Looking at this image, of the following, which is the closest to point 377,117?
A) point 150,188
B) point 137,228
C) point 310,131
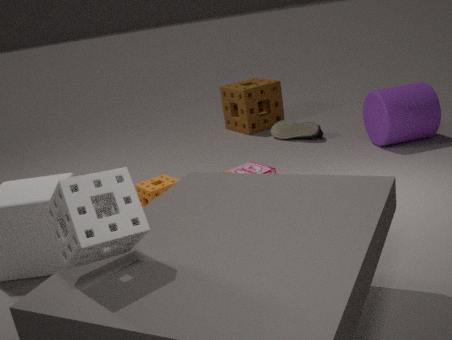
point 310,131
